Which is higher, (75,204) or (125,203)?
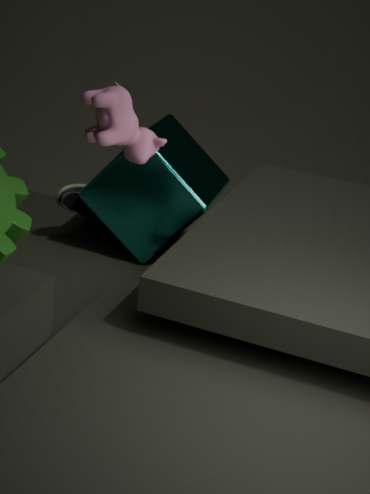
(125,203)
